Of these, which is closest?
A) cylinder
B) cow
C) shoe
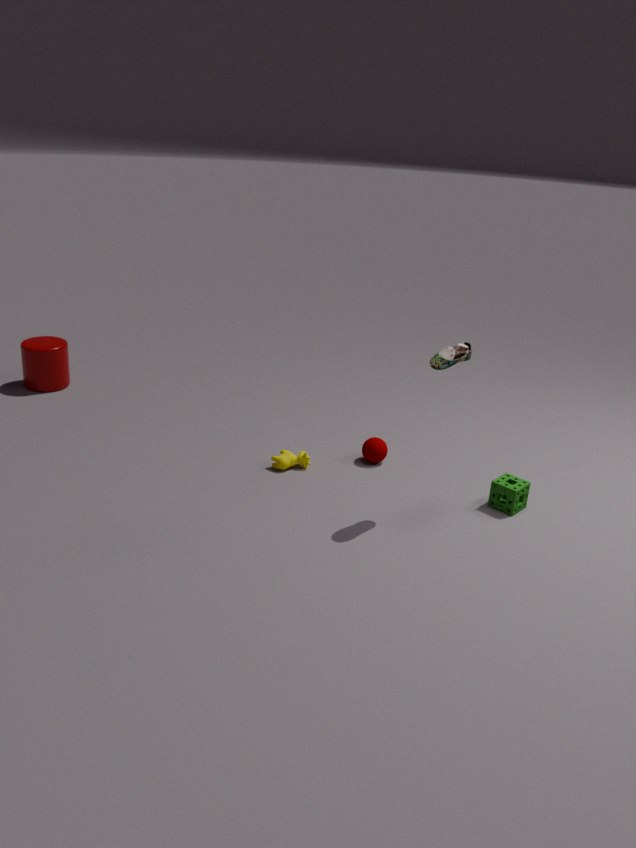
shoe
